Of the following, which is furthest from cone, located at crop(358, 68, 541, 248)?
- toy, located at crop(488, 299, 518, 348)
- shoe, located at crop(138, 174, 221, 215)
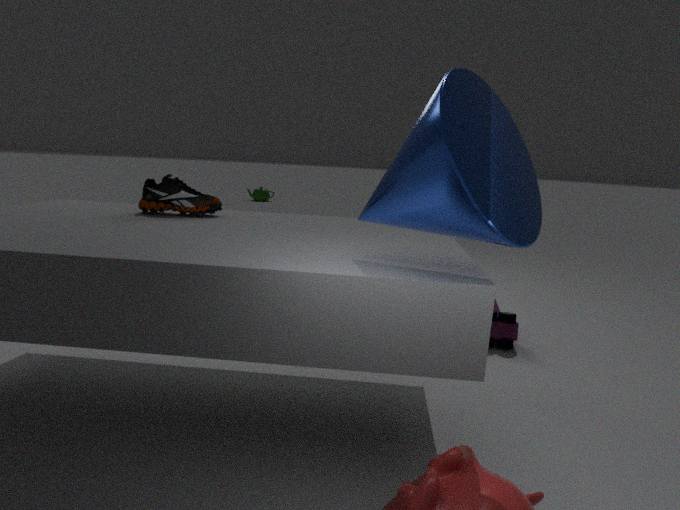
toy, located at crop(488, 299, 518, 348)
